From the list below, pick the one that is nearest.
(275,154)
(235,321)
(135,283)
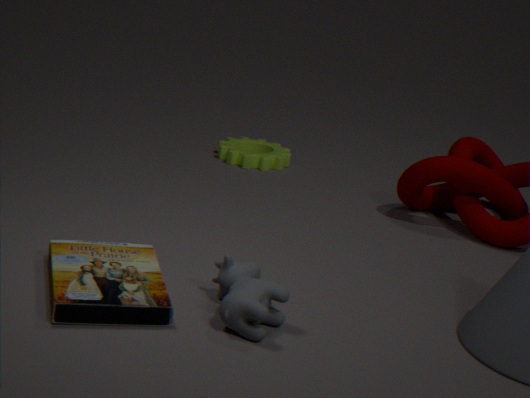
(235,321)
